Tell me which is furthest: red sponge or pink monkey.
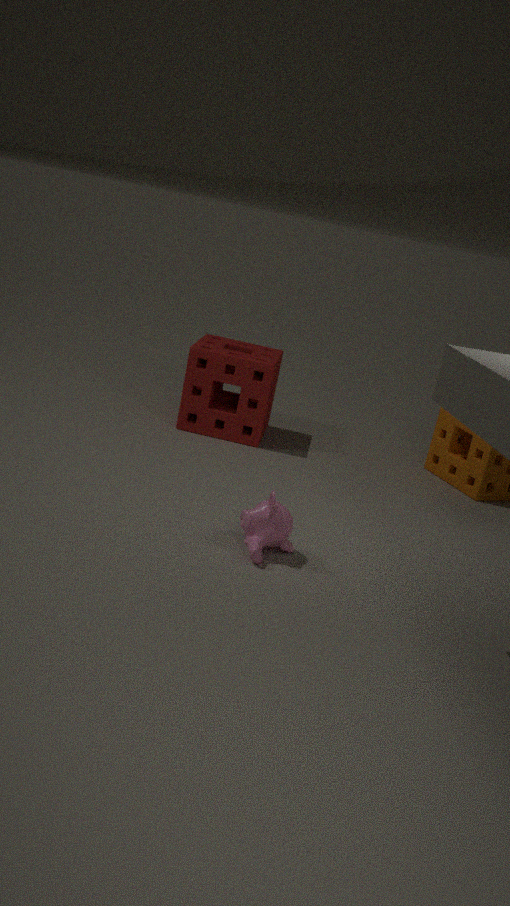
red sponge
